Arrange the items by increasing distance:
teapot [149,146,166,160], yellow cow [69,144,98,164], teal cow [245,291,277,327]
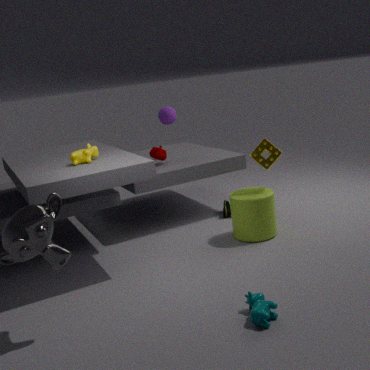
teal cow [245,291,277,327] → yellow cow [69,144,98,164] → teapot [149,146,166,160]
